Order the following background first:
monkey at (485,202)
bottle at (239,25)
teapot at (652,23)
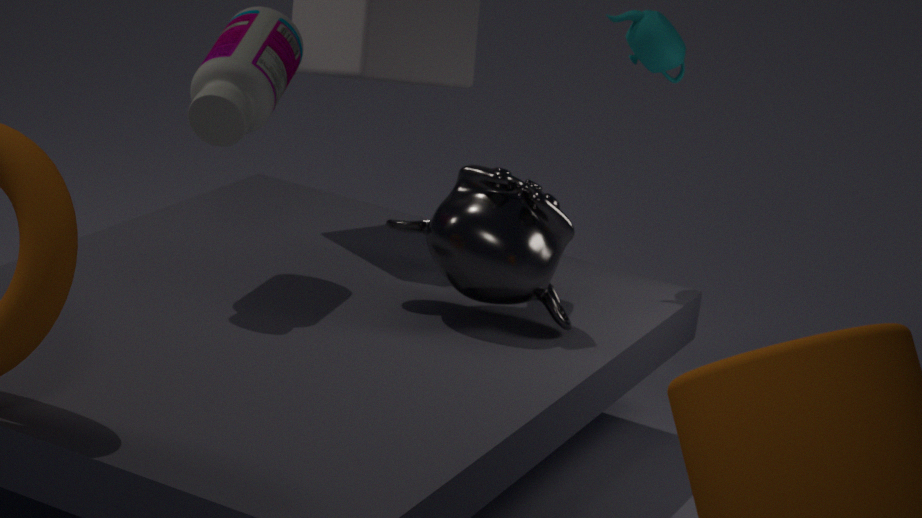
teapot at (652,23) < monkey at (485,202) < bottle at (239,25)
